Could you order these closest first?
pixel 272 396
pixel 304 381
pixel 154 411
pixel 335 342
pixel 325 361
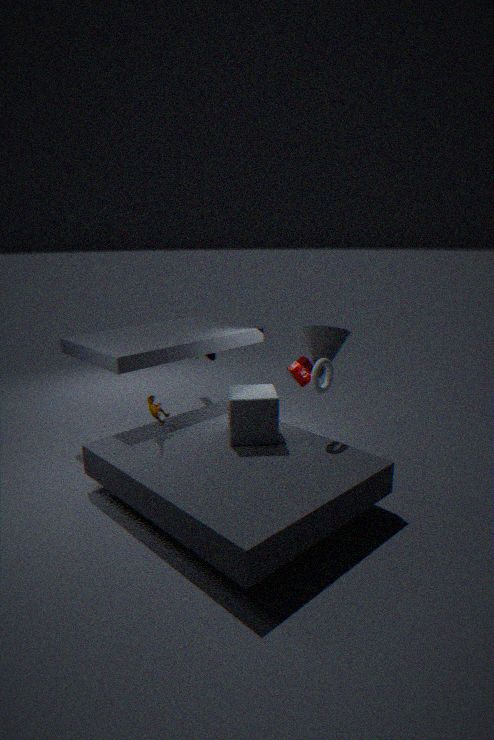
pixel 272 396 → pixel 325 361 → pixel 154 411 → pixel 304 381 → pixel 335 342
